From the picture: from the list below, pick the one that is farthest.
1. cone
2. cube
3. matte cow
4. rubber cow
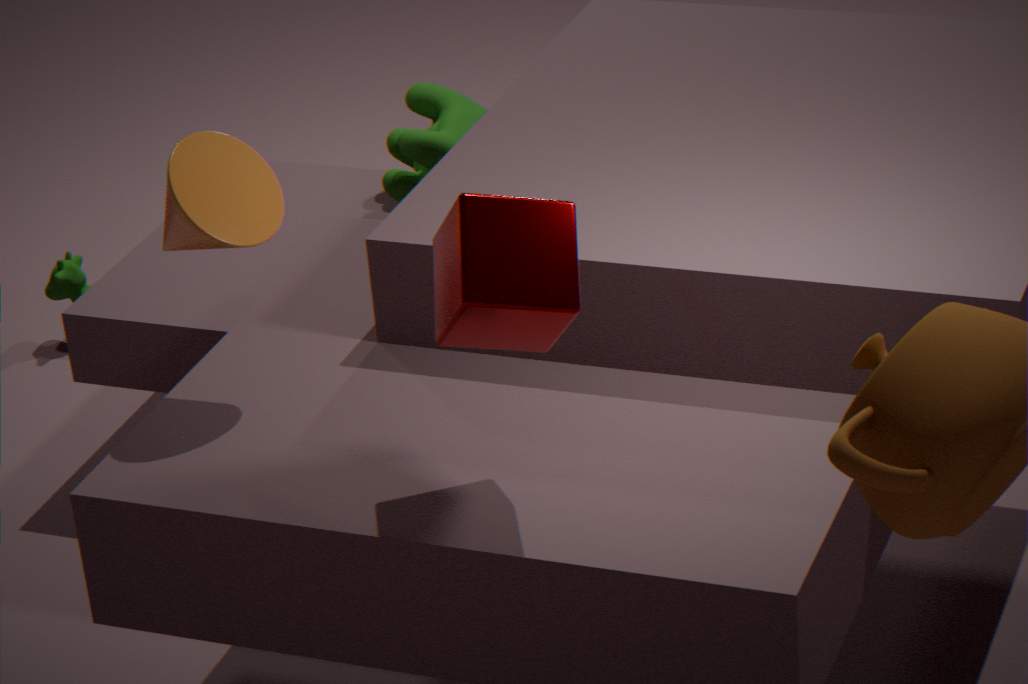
matte cow
